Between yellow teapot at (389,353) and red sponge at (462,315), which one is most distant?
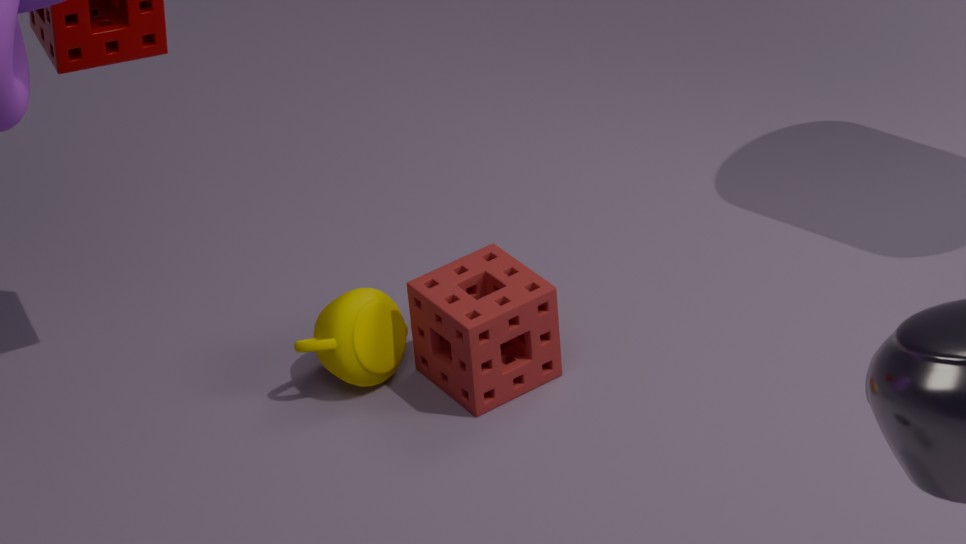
yellow teapot at (389,353)
